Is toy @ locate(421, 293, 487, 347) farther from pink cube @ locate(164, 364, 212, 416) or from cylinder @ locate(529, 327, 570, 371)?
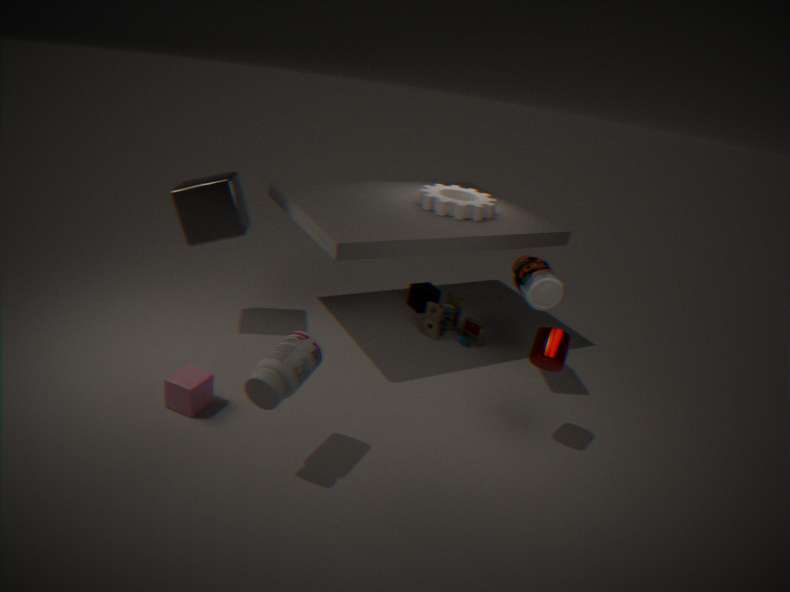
pink cube @ locate(164, 364, 212, 416)
